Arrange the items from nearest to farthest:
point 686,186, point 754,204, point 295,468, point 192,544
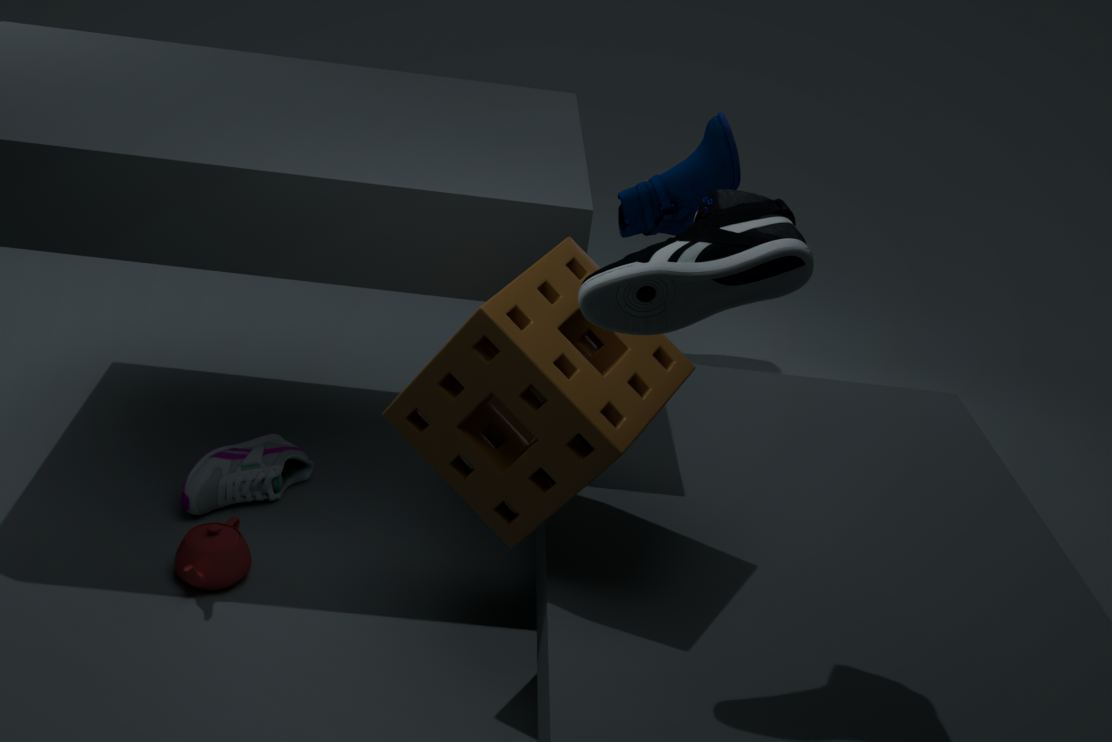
point 754,204 → point 192,544 → point 295,468 → point 686,186
